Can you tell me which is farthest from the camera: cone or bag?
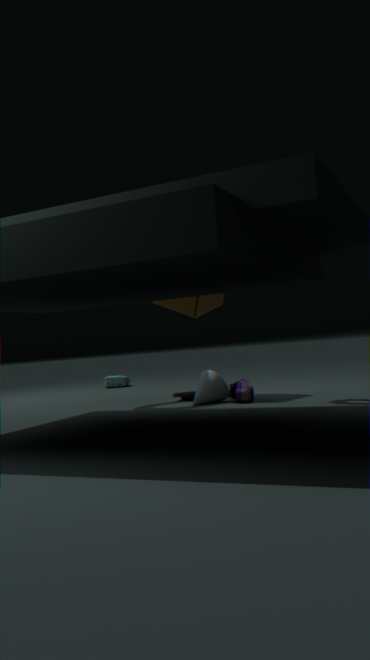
bag
